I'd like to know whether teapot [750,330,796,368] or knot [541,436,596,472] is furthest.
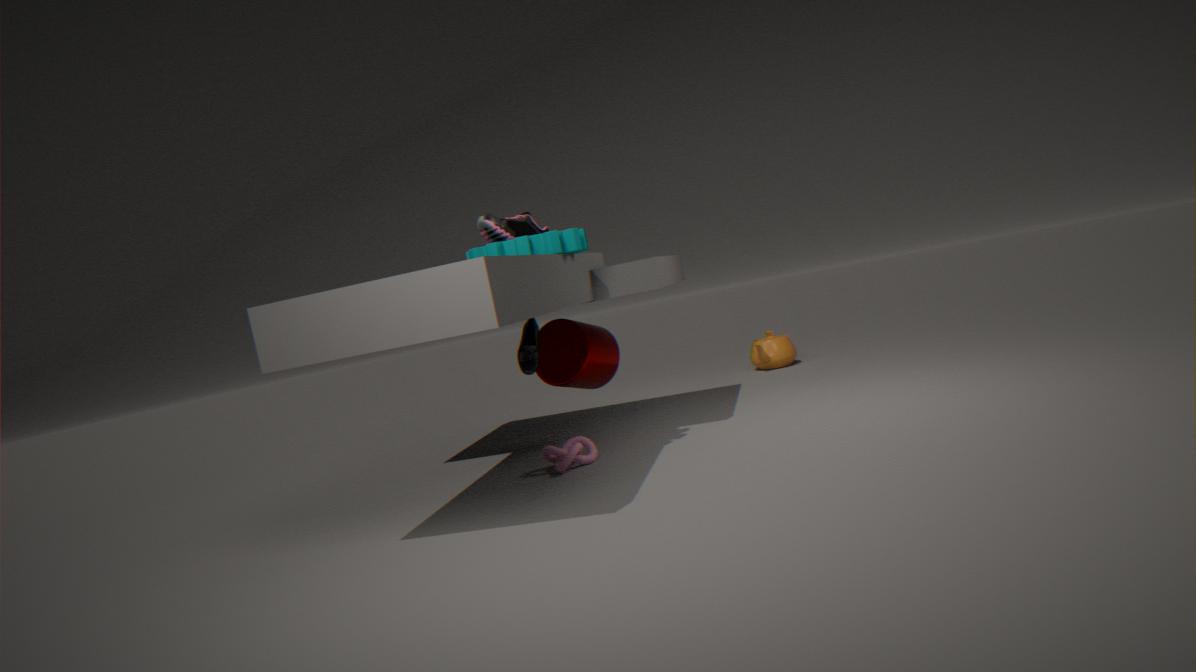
teapot [750,330,796,368]
